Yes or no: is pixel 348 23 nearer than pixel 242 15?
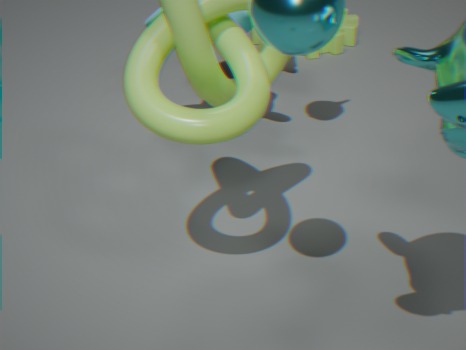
No
